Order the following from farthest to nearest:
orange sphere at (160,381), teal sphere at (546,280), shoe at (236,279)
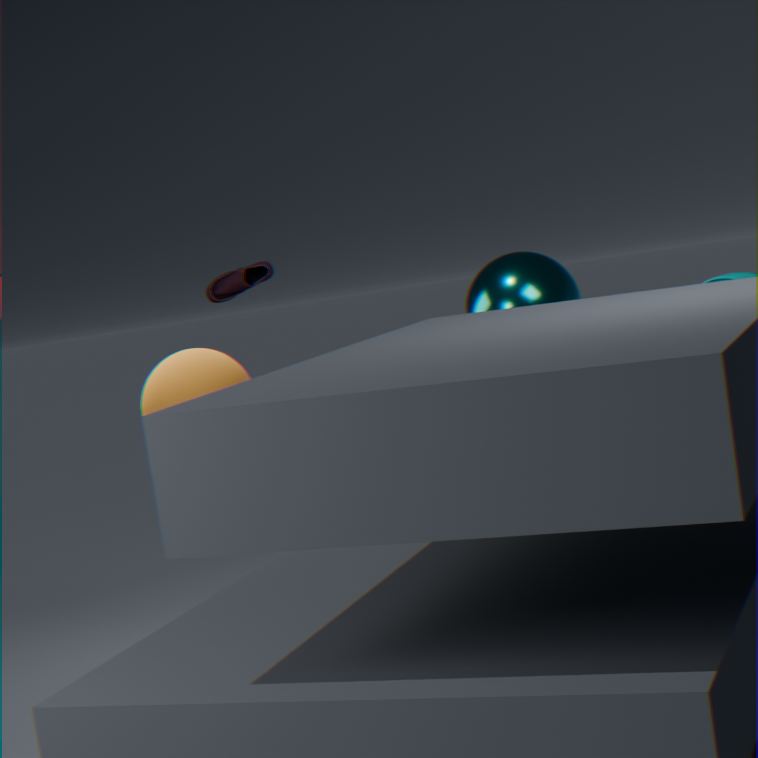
teal sphere at (546,280) → orange sphere at (160,381) → shoe at (236,279)
